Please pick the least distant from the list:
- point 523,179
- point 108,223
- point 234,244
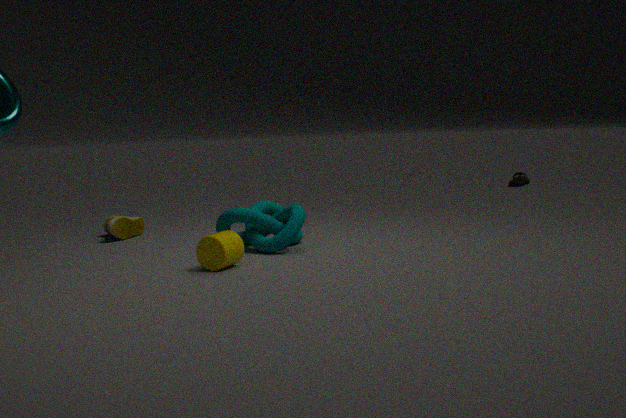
point 234,244
